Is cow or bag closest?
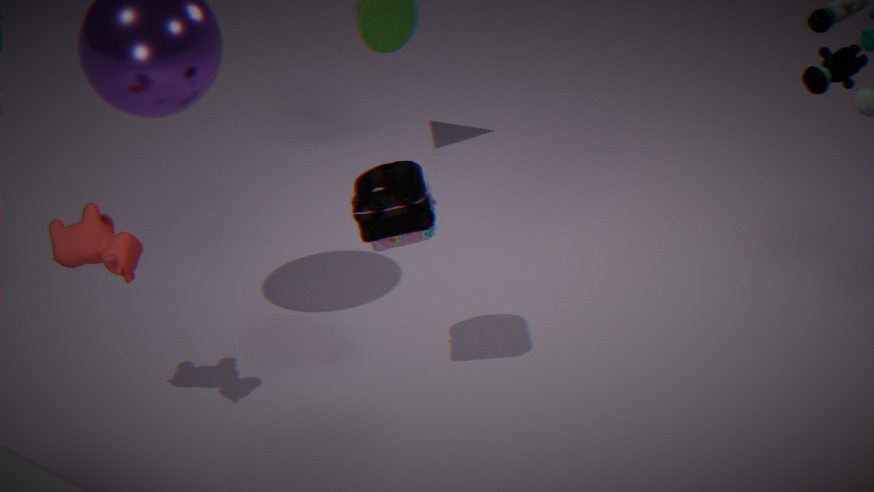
cow
